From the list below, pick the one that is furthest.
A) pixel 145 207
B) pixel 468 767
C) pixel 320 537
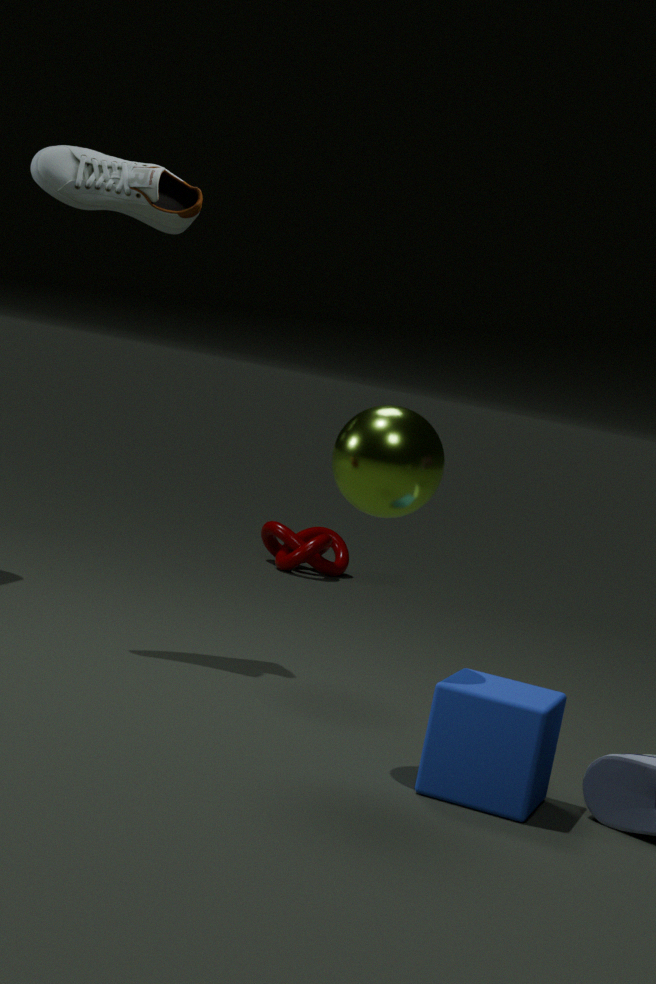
pixel 320 537
